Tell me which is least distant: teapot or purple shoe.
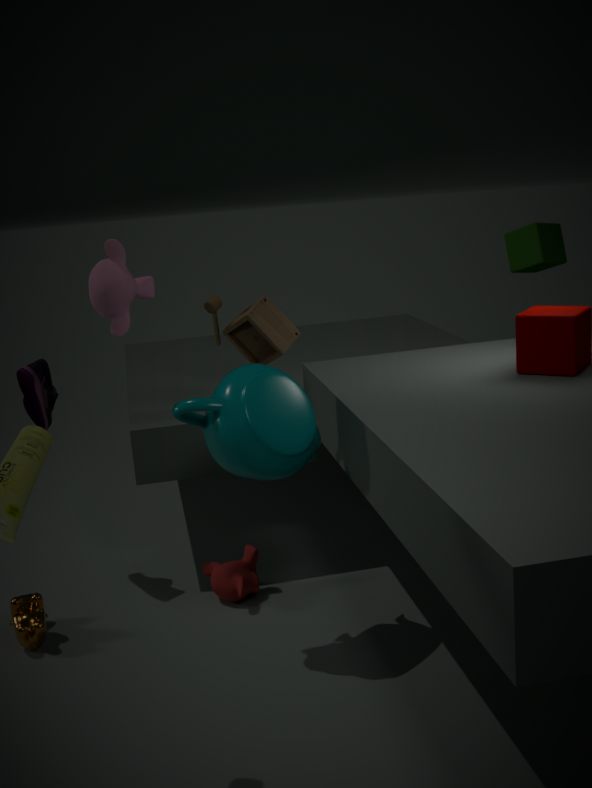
teapot
